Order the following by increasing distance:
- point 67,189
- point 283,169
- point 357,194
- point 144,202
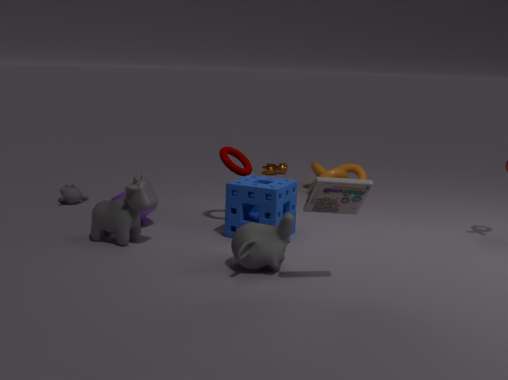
1. point 357,194
2. point 144,202
3. point 67,189
4. point 283,169
